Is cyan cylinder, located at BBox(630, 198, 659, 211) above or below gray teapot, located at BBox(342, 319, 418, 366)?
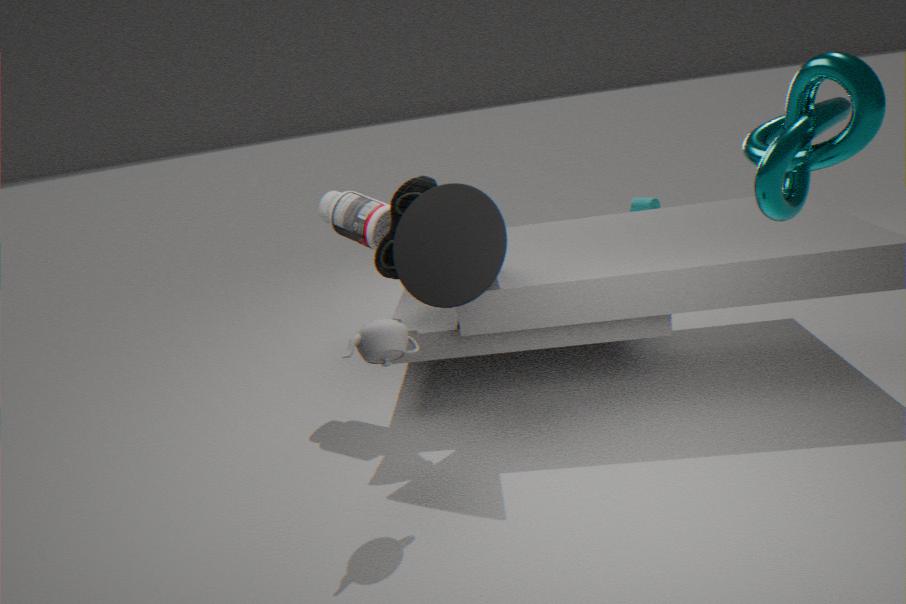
below
